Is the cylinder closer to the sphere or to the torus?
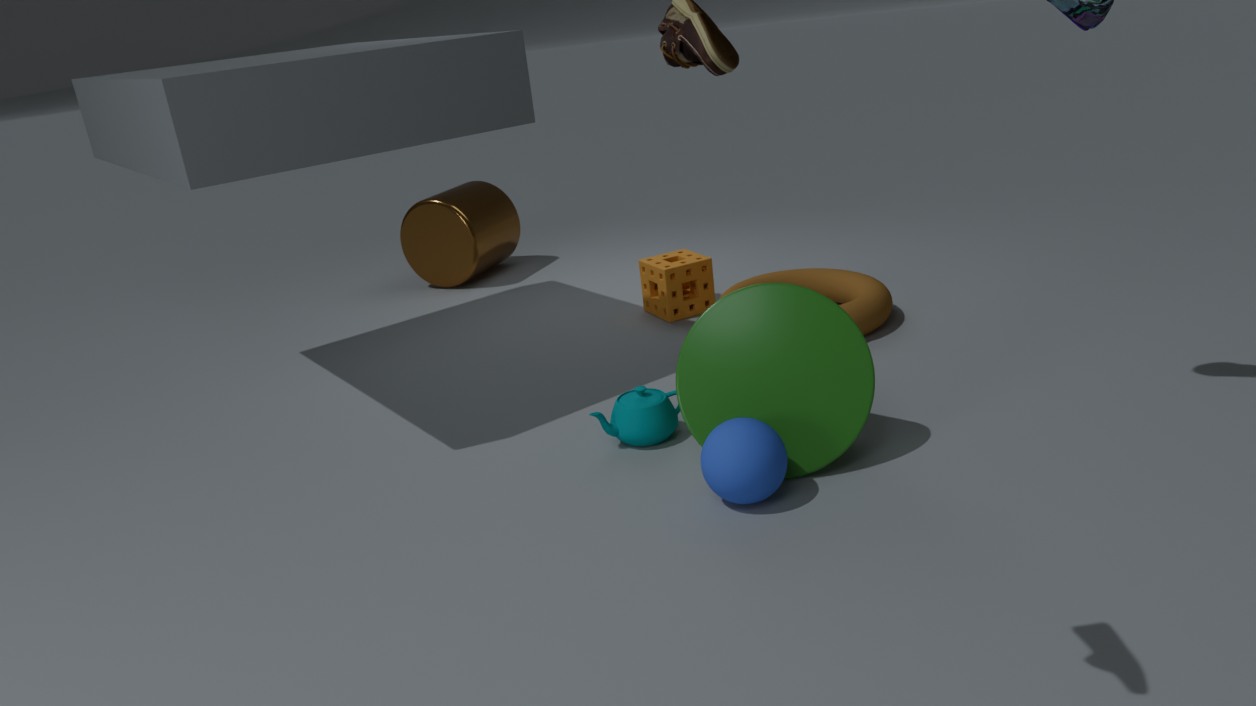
the torus
